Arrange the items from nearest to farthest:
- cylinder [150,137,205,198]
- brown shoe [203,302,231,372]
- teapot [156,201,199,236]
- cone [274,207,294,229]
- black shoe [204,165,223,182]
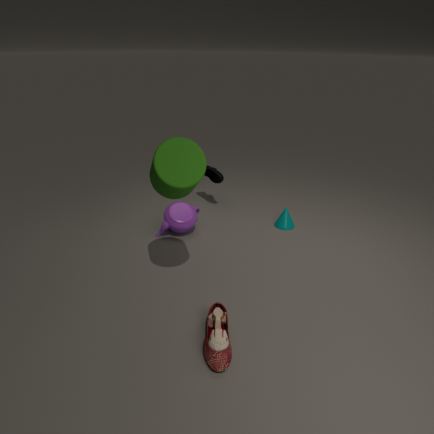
brown shoe [203,302,231,372], cylinder [150,137,205,198], teapot [156,201,199,236], cone [274,207,294,229], black shoe [204,165,223,182]
